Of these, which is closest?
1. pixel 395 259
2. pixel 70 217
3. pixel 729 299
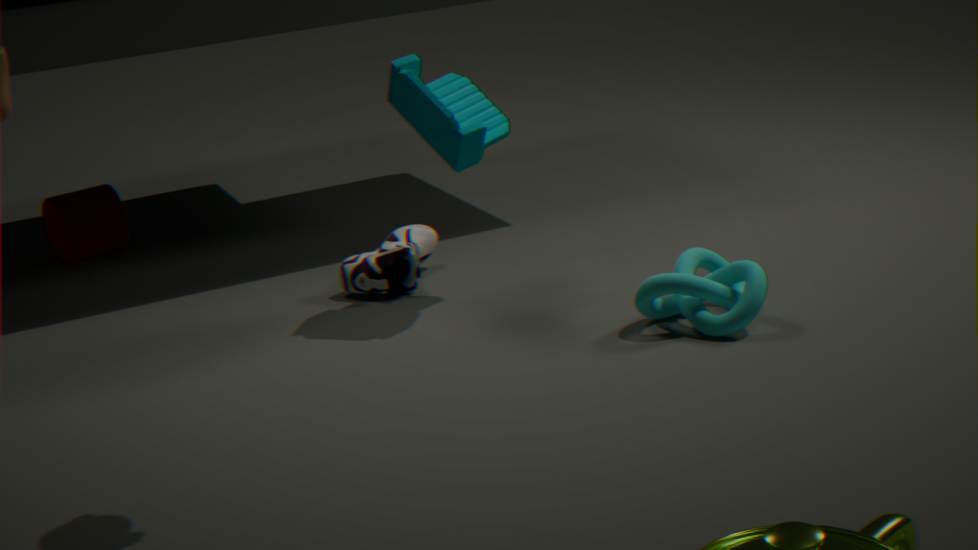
pixel 729 299
